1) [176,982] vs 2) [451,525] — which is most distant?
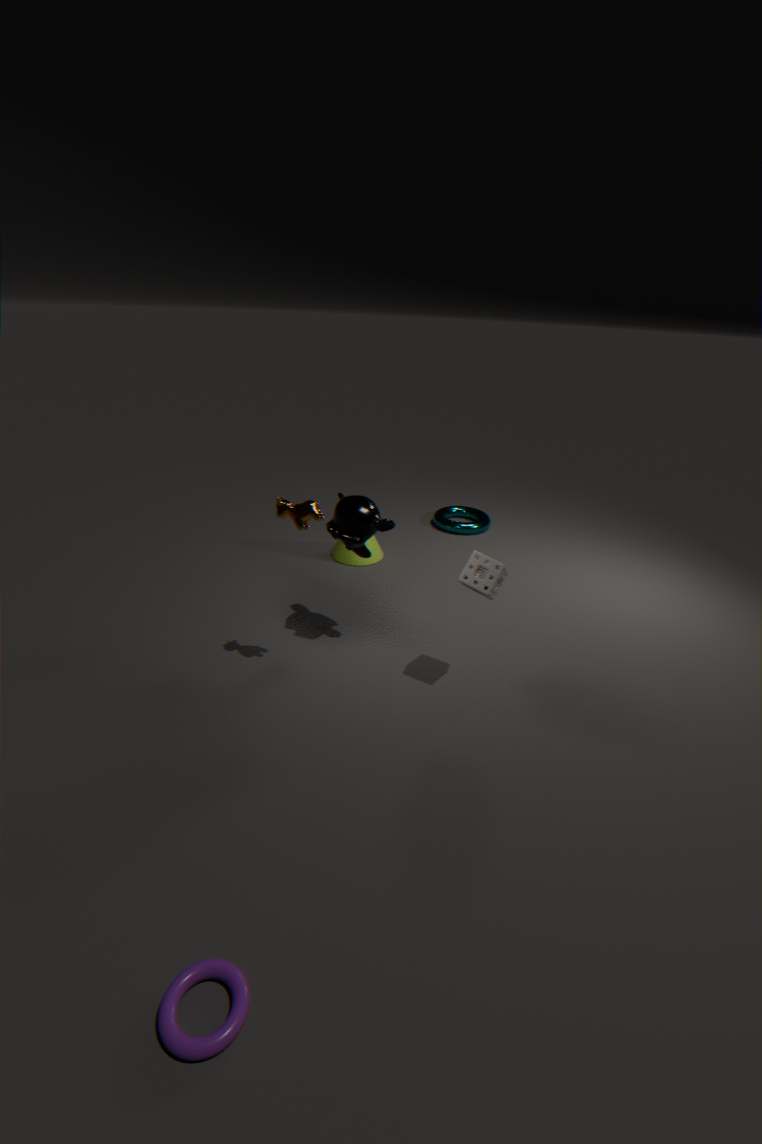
2. [451,525]
